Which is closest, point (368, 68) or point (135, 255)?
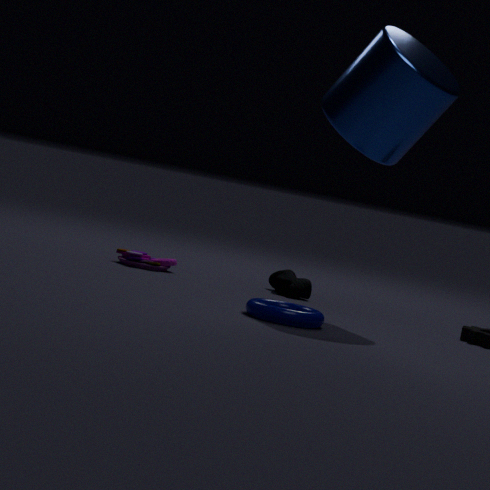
point (368, 68)
